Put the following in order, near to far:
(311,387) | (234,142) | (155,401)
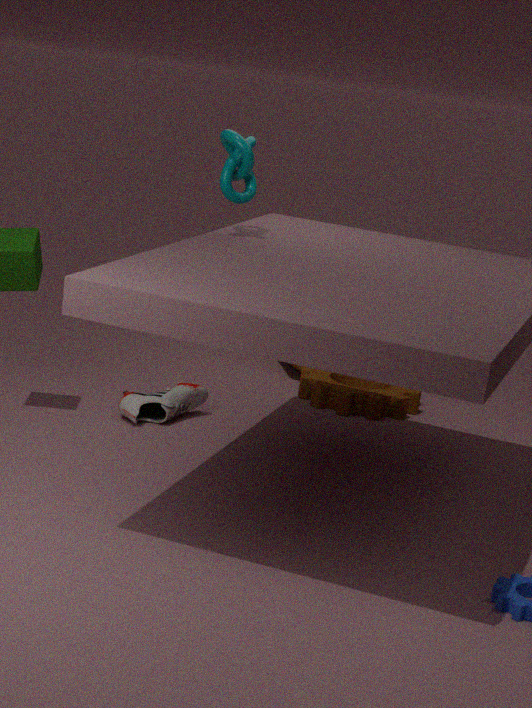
(234,142)
(155,401)
(311,387)
